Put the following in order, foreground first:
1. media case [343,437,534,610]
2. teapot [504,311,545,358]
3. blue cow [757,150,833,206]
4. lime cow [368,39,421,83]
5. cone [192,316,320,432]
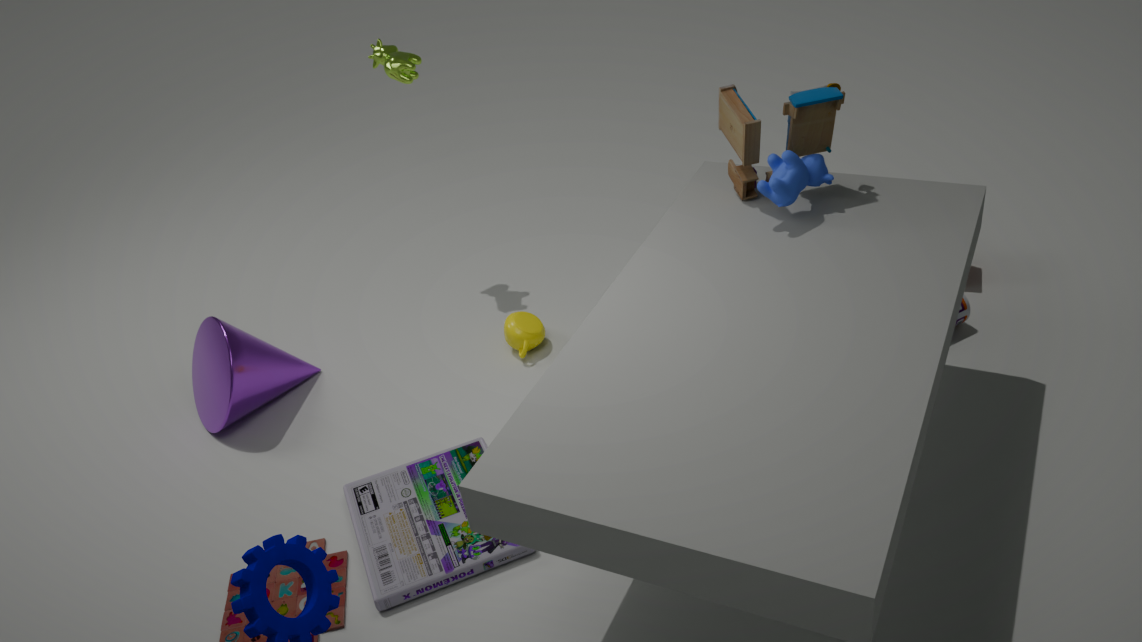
media case [343,437,534,610], blue cow [757,150,833,206], cone [192,316,320,432], teapot [504,311,545,358], lime cow [368,39,421,83]
